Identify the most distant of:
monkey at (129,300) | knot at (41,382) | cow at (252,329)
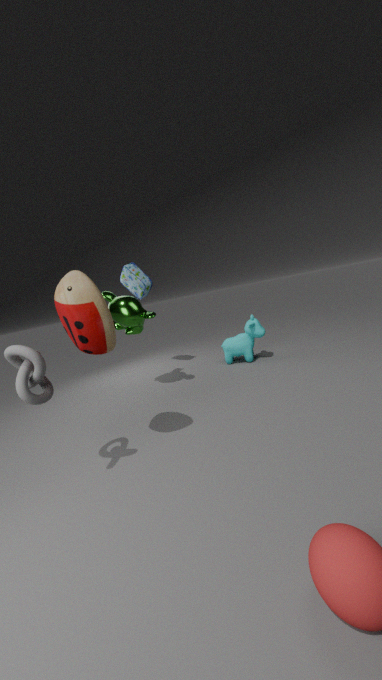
cow at (252,329)
